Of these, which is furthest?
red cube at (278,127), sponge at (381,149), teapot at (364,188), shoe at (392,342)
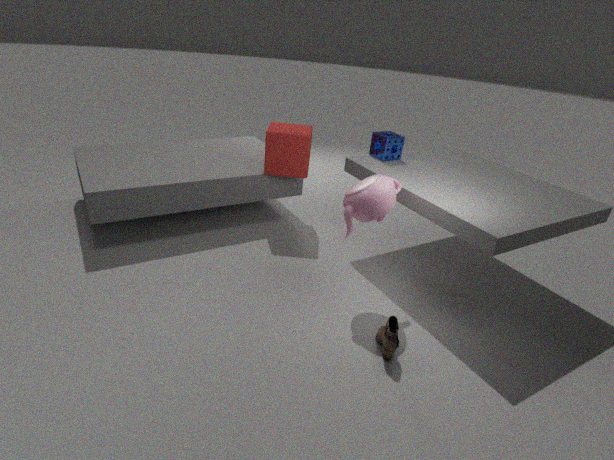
red cube at (278,127)
